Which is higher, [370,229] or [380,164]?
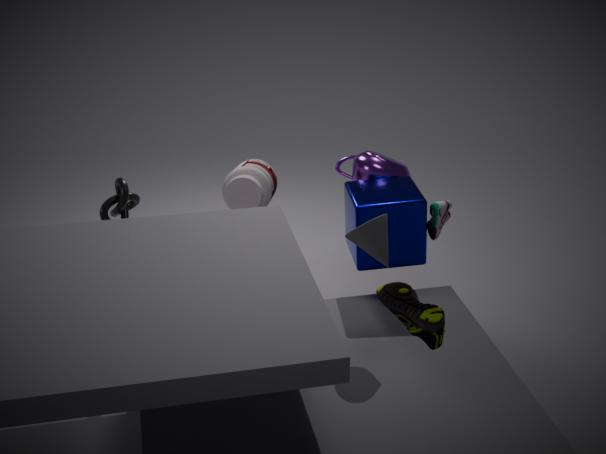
[370,229]
